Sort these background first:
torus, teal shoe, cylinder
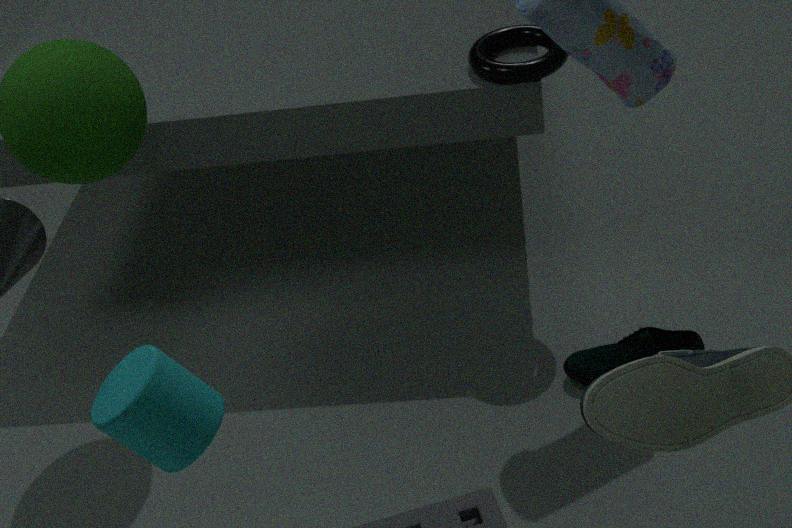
teal shoe < torus < cylinder
